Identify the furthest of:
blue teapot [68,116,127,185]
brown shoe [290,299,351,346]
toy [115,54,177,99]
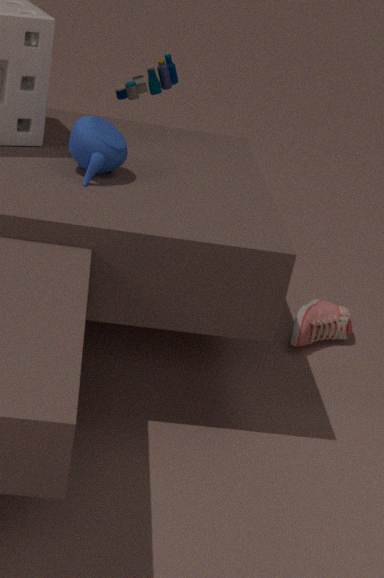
toy [115,54,177,99]
